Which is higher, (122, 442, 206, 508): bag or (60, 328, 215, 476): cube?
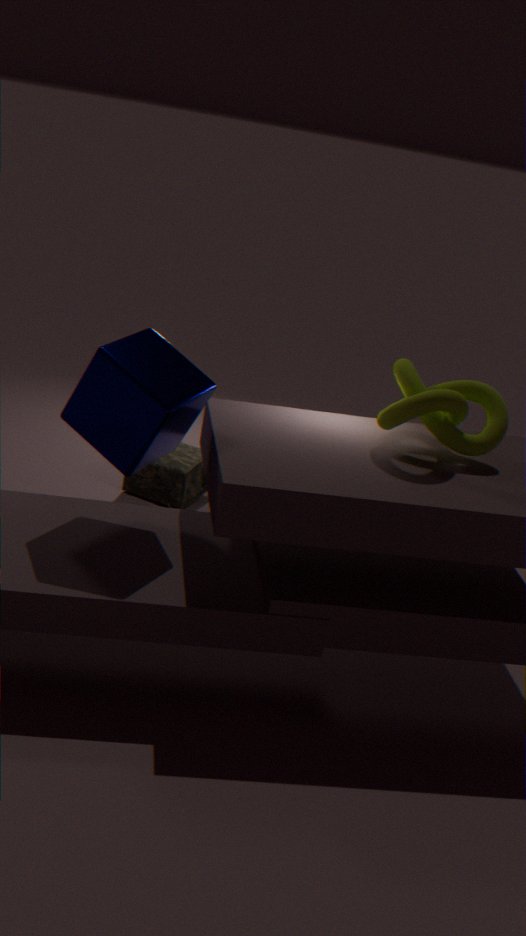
(60, 328, 215, 476): cube
